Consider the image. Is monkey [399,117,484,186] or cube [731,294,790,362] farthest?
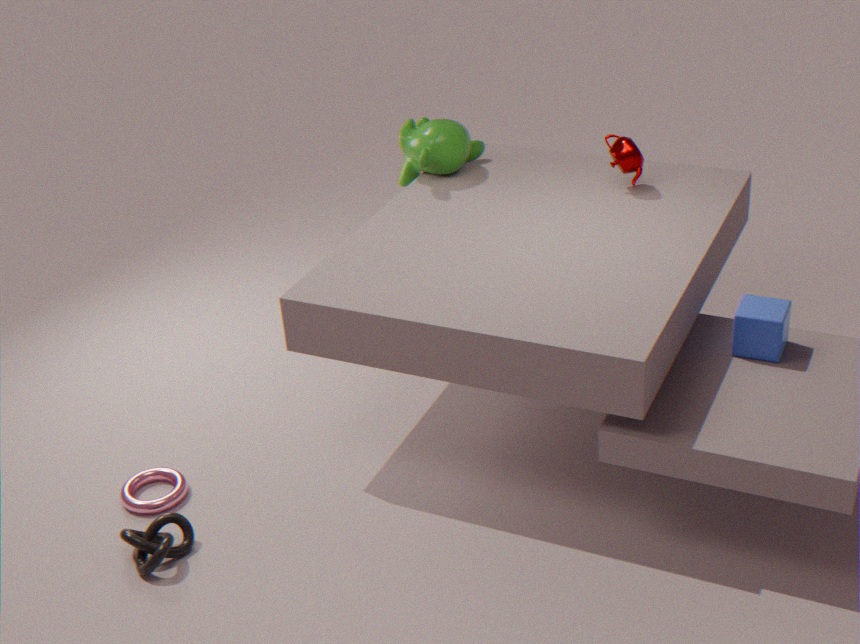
monkey [399,117,484,186]
